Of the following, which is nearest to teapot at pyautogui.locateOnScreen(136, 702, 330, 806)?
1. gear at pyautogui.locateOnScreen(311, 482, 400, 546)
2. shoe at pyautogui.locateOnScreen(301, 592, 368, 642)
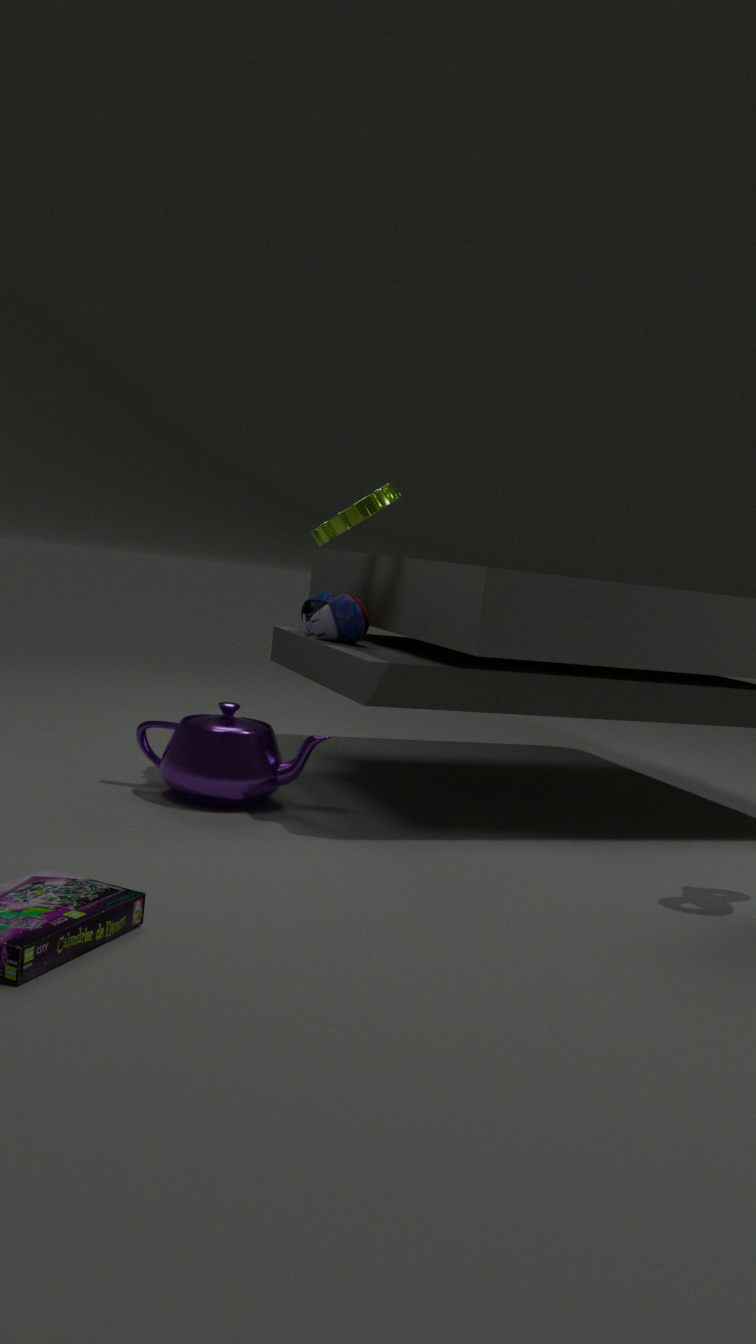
shoe at pyautogui.locateOnScreen(301, 592, 368, 642)
